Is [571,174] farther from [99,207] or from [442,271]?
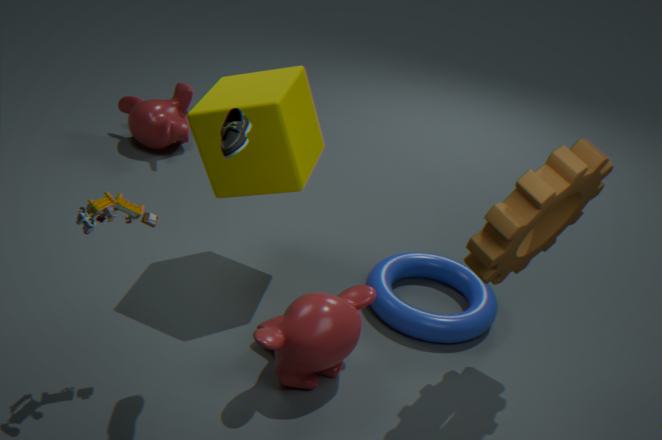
[99,207]
